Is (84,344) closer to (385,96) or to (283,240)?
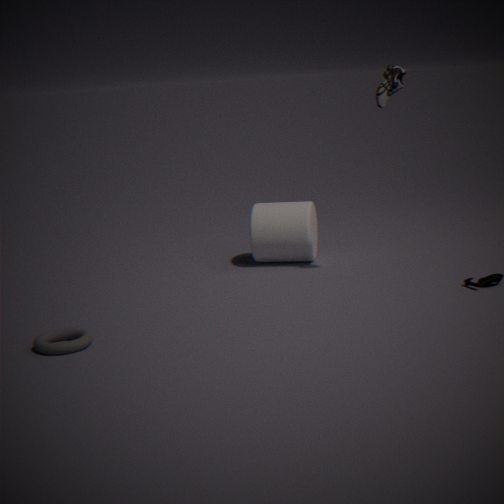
(283,240)
